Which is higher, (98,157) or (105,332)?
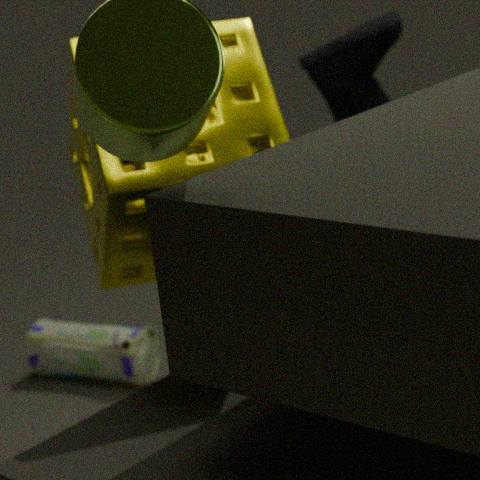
(98,157)
